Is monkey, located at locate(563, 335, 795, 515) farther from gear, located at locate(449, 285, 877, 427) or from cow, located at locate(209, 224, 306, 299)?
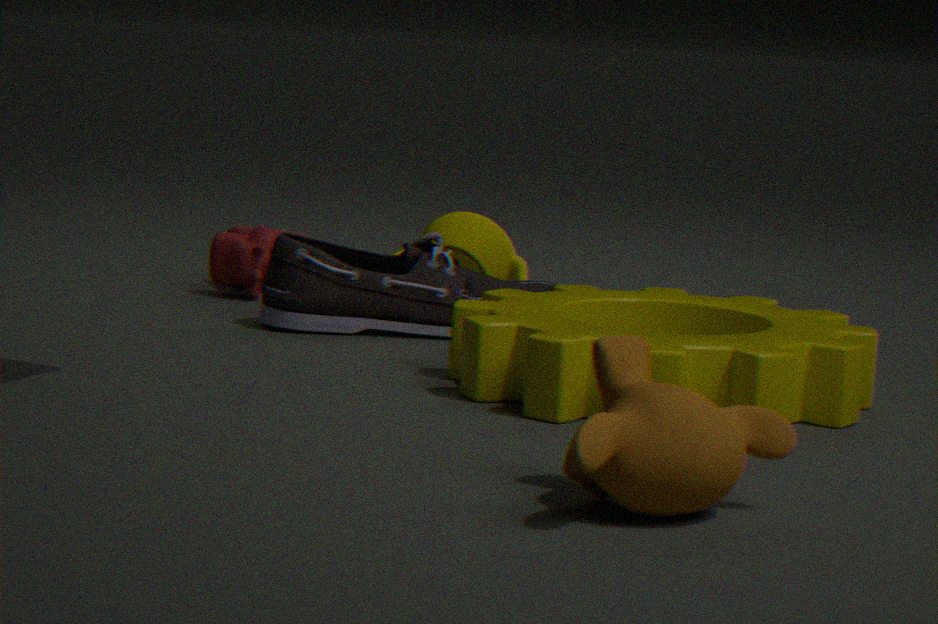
cow, located at locate(209, 224, 306, 299)
